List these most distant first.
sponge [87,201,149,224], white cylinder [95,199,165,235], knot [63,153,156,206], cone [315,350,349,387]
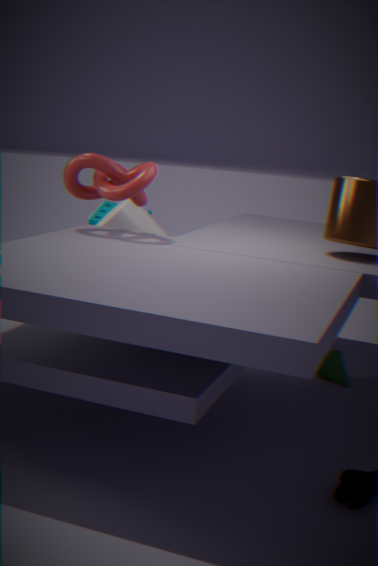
sponge [87,201,149,224]
white cylinder [95,199,165,235]
cone [315,350,349,387]
knot [63,153,156,206]
